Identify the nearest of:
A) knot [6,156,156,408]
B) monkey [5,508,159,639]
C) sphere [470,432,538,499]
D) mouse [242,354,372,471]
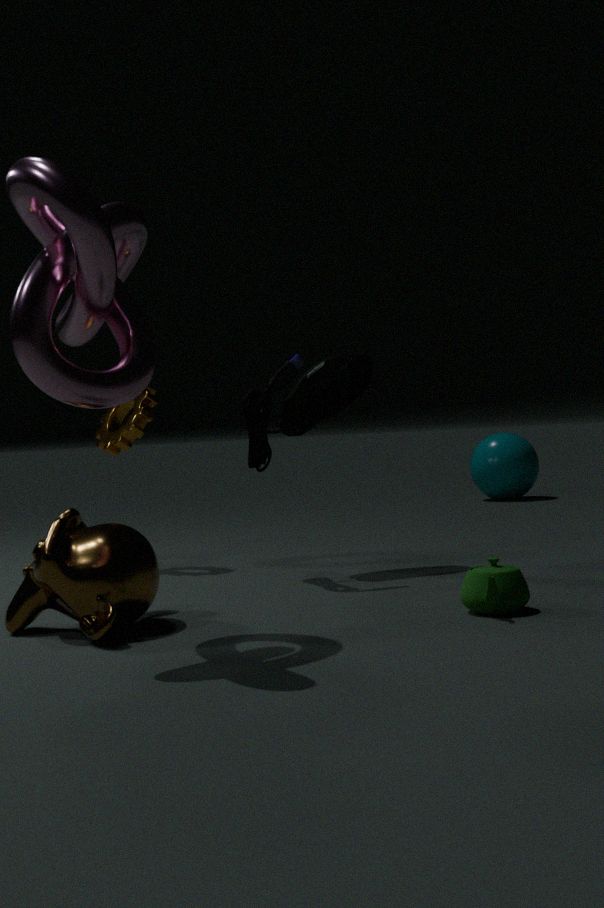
knot [6,156,156,408]
